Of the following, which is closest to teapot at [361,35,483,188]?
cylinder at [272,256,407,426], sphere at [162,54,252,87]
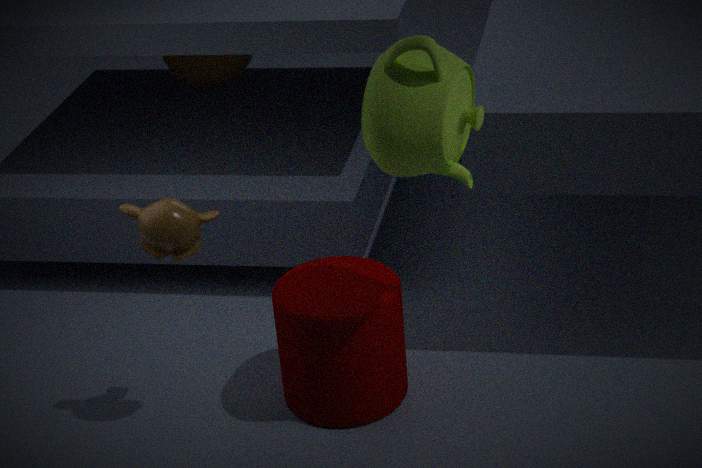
cylinder at [272,256,407,426]
